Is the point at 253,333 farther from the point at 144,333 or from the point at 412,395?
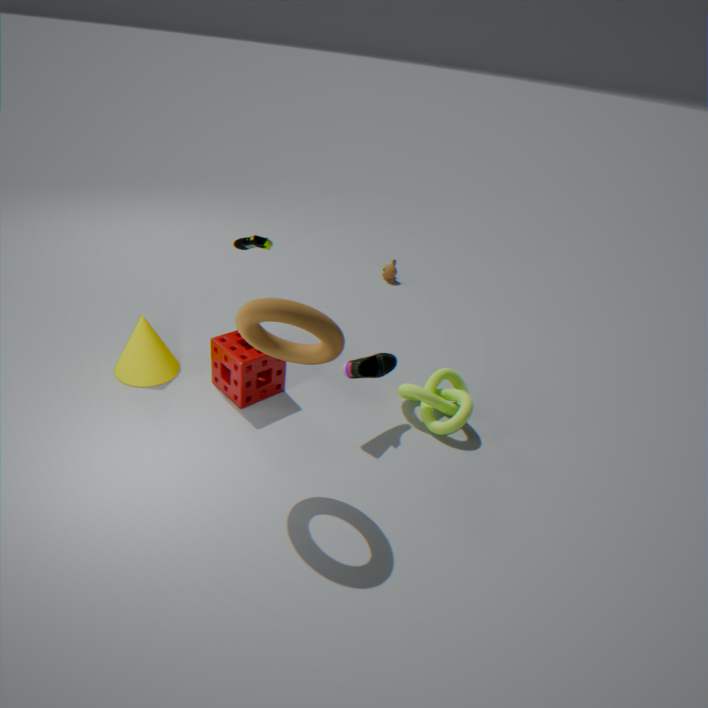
the point at 144,333
